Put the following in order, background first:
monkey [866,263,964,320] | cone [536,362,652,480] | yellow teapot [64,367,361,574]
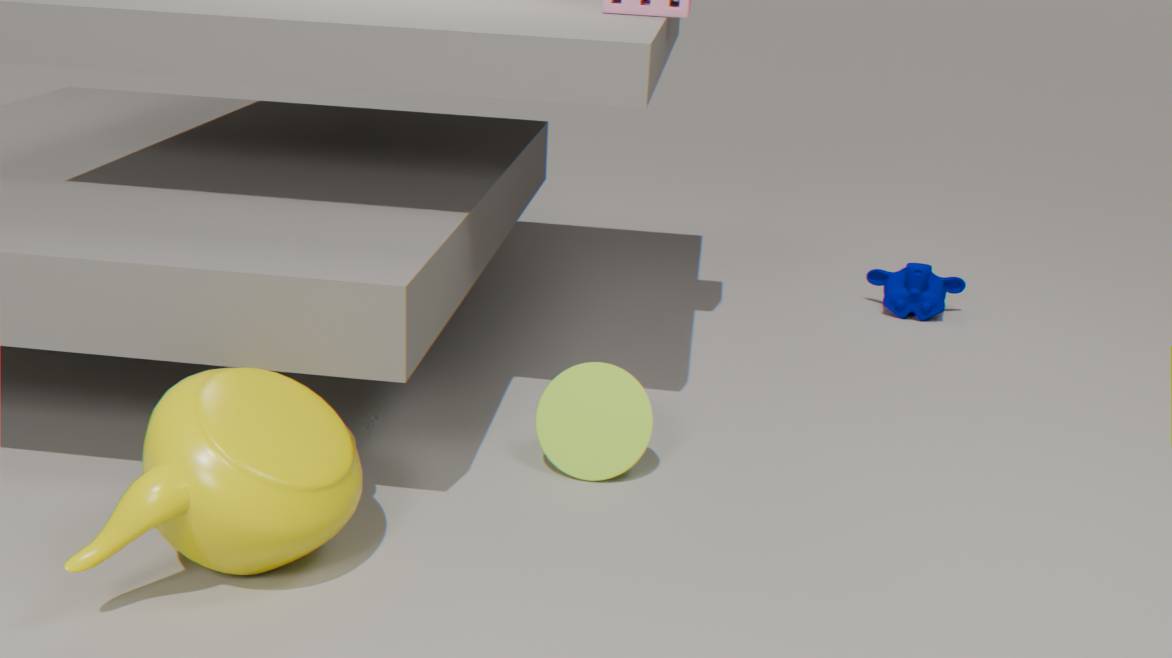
monkey [866,263,964,320] → cone [536,362,652,480] → yellow teapot [64,367,361,574]
